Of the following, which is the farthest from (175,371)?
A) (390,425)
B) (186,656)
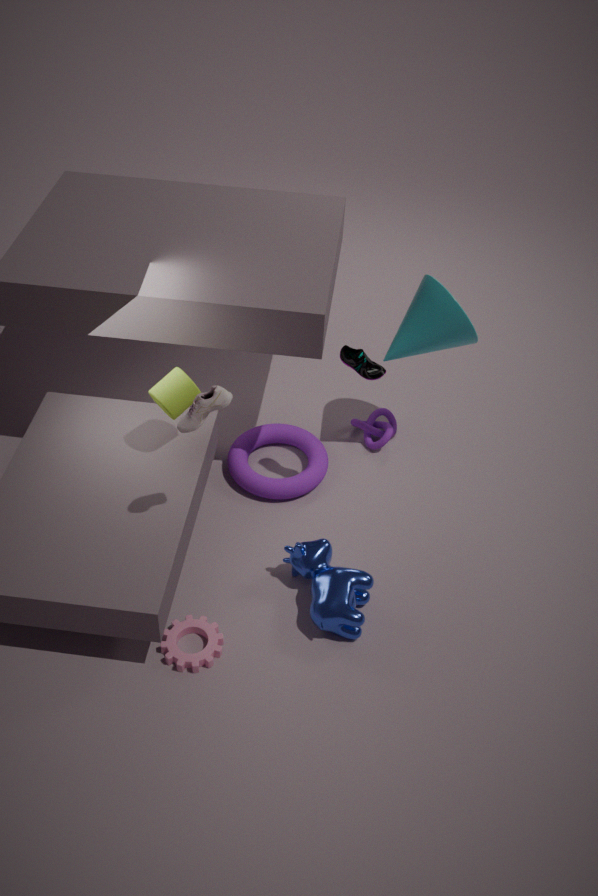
(390,425)
